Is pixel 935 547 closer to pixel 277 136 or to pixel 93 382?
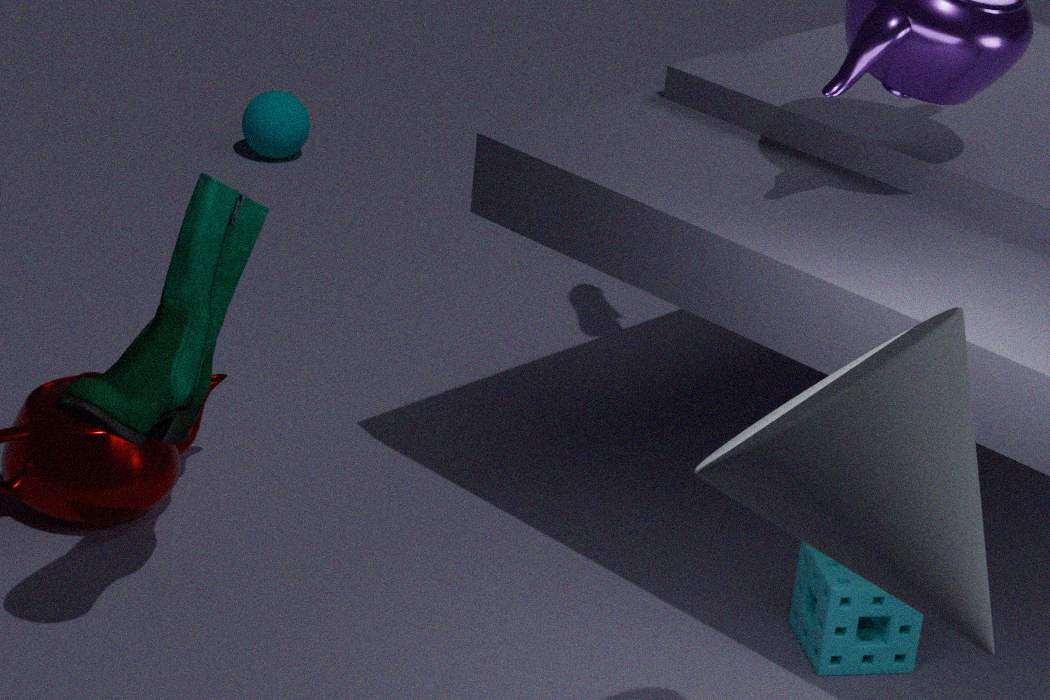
pixel 93 382
